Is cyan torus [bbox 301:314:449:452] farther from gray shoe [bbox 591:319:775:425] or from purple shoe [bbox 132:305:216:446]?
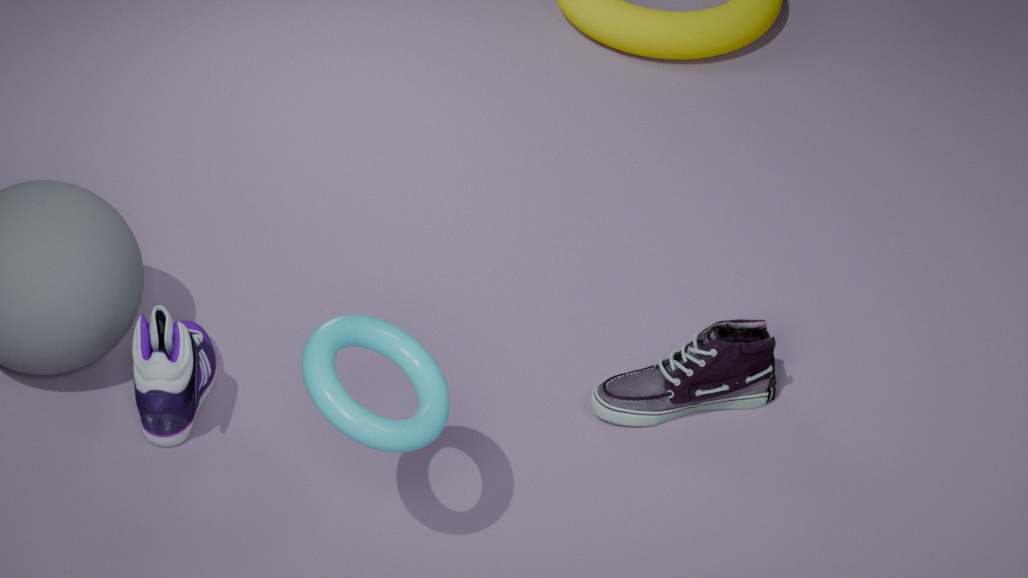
gray shoe [bbox 591:319:775:425]
